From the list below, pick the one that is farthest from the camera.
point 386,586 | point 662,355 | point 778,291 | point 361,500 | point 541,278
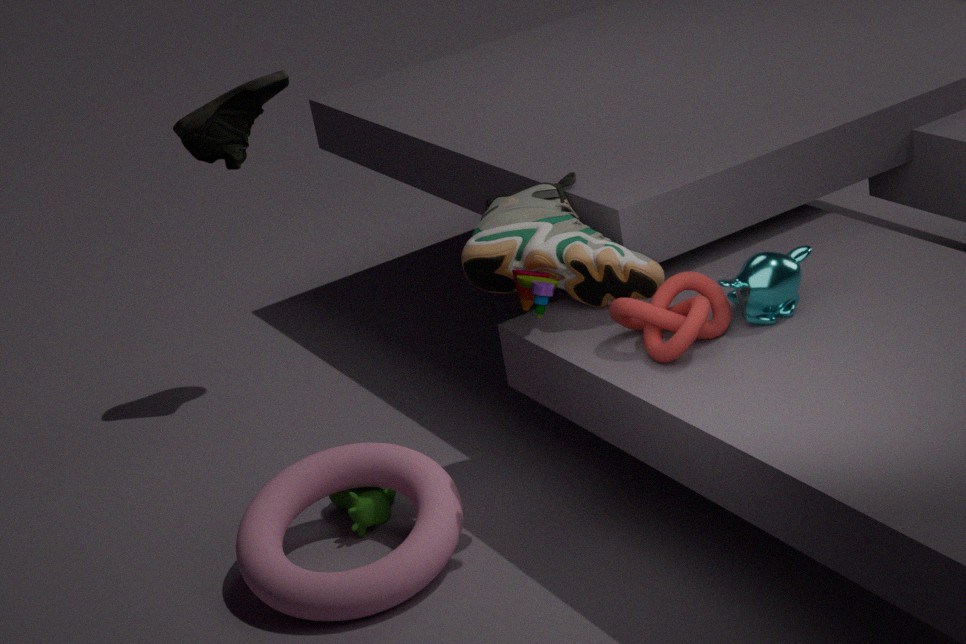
point 361,500
